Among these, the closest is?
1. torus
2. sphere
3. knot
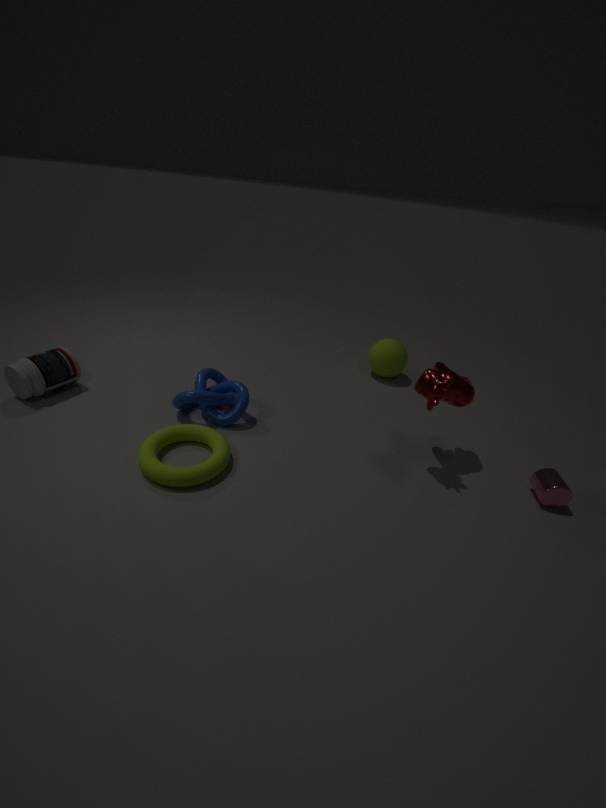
torus
